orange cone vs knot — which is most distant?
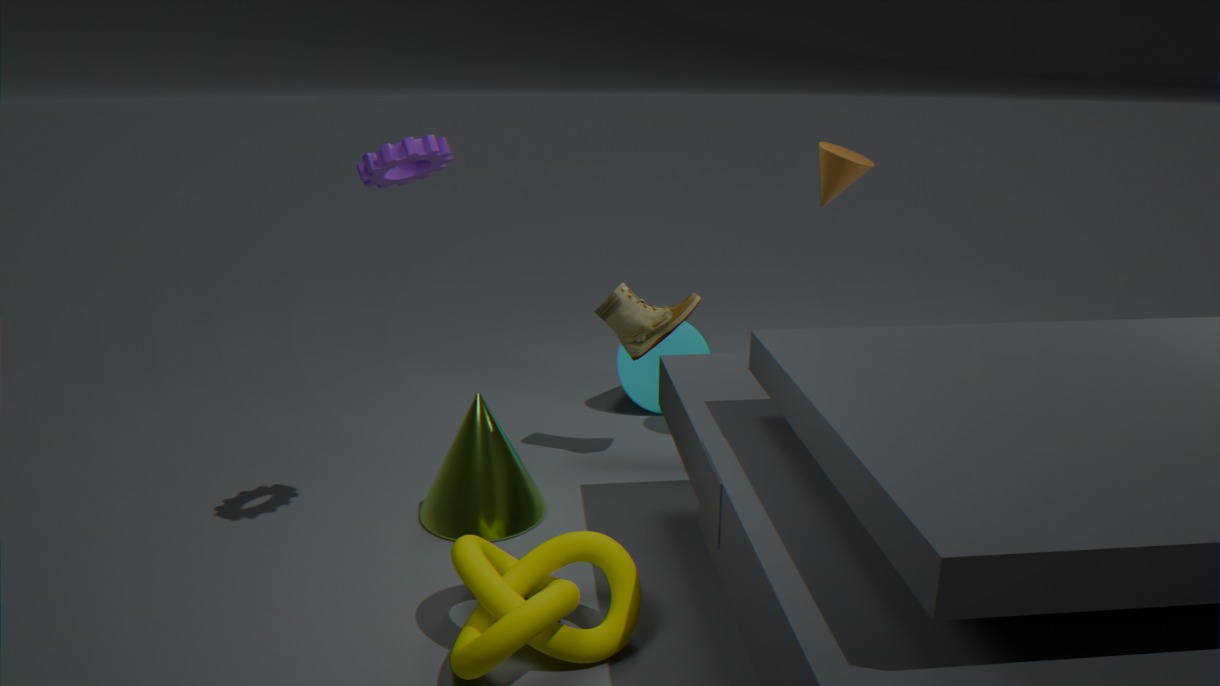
orange cone
